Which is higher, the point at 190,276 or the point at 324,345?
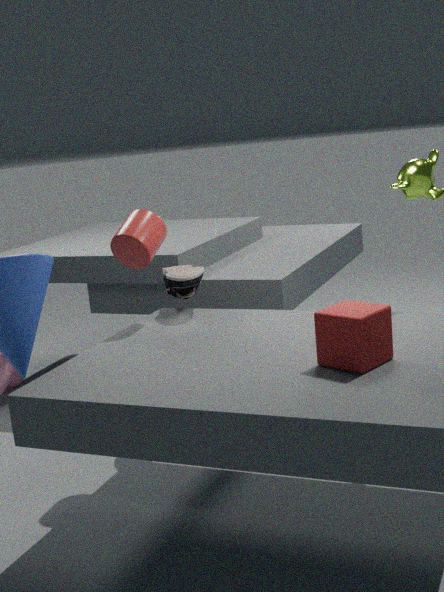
the point at 190,276
